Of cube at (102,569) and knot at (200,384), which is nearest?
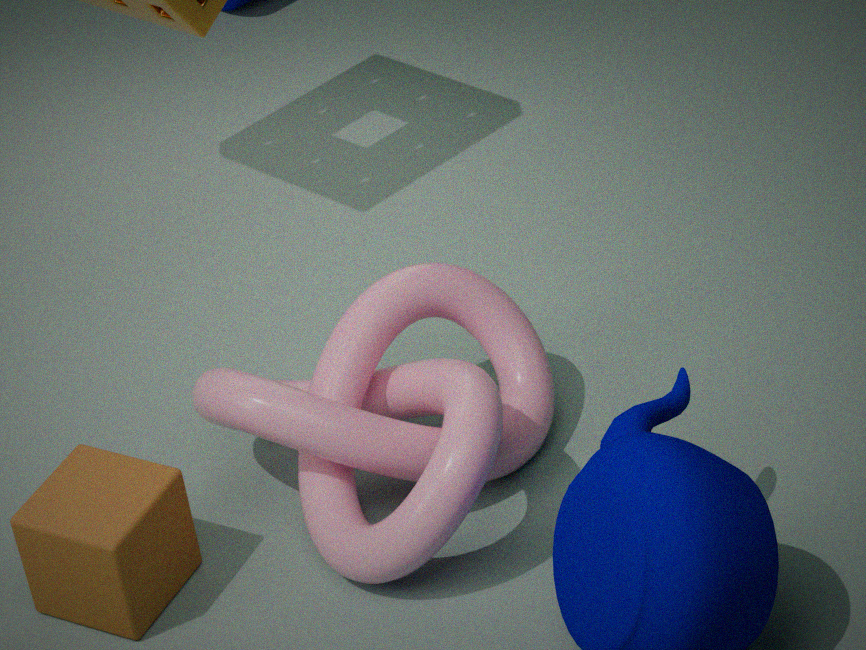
knot at (200,384)
